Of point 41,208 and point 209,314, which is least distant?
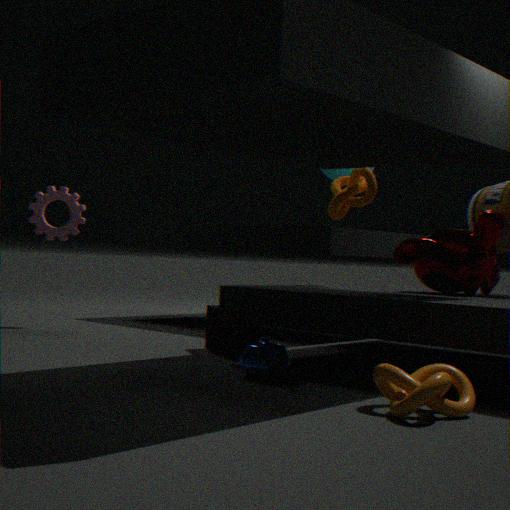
point 209,314
